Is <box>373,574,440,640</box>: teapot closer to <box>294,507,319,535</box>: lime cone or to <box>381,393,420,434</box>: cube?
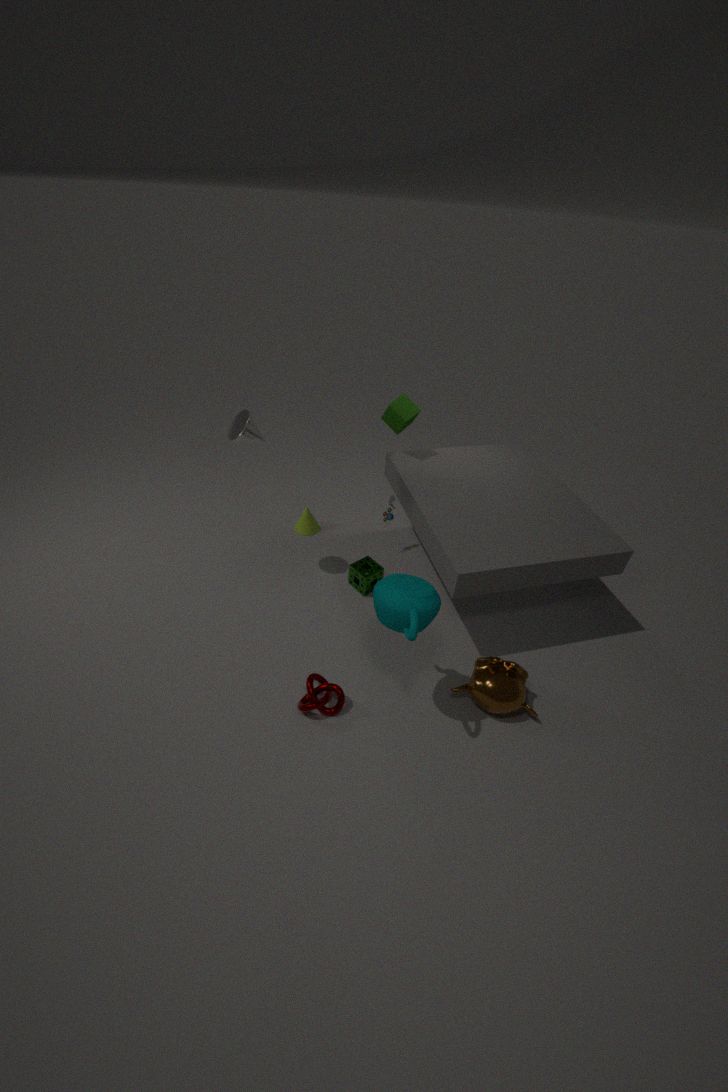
<box>381,393,420,434</box>: cube
